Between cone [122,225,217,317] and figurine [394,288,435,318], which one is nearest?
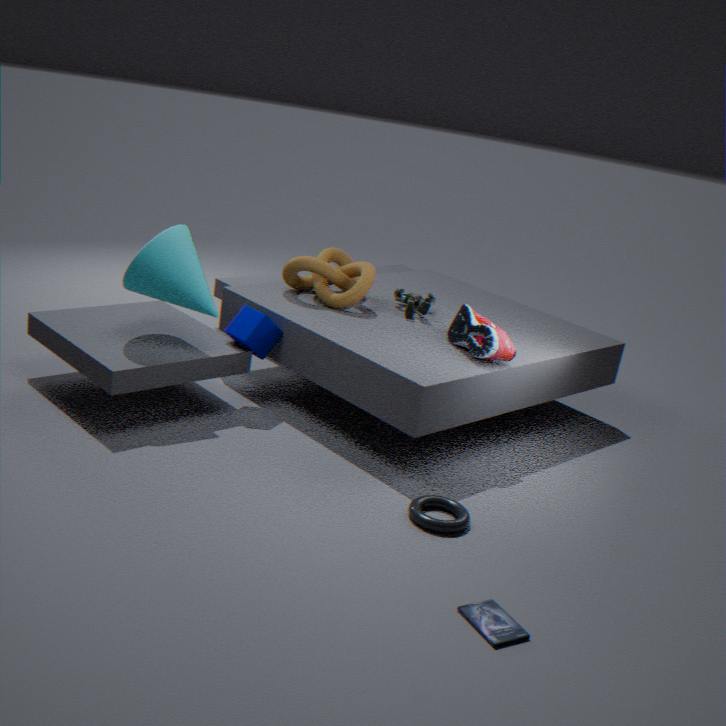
cone [122,225,217,317]
